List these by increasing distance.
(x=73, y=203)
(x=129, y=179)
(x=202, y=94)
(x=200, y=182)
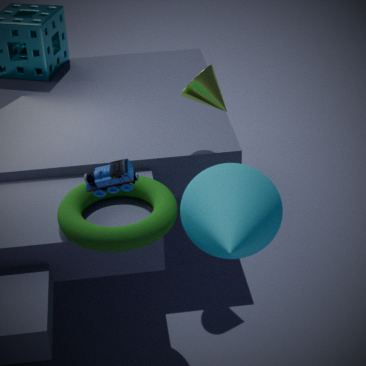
(x=129, y=179) → (x=200, y=182) → (x=73, y=203) → (x=202, y=94)
